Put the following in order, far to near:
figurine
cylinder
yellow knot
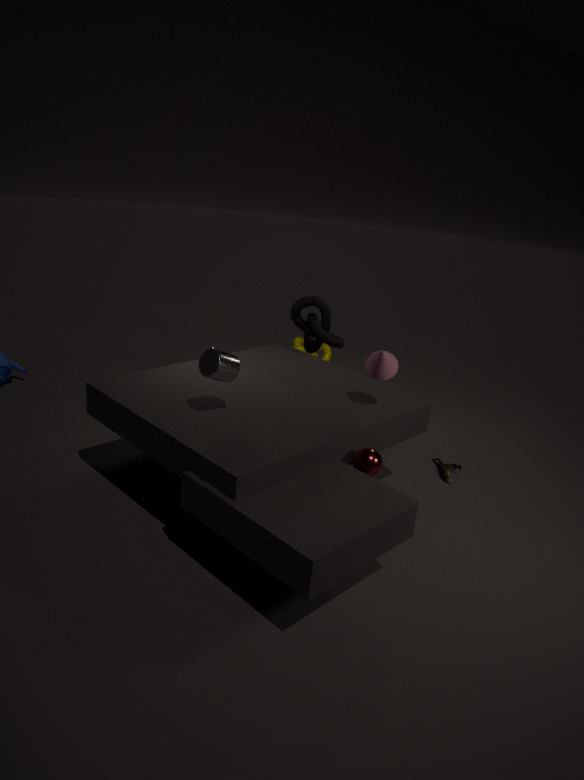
1. yellow knot
2. figurine
3. cylinder
